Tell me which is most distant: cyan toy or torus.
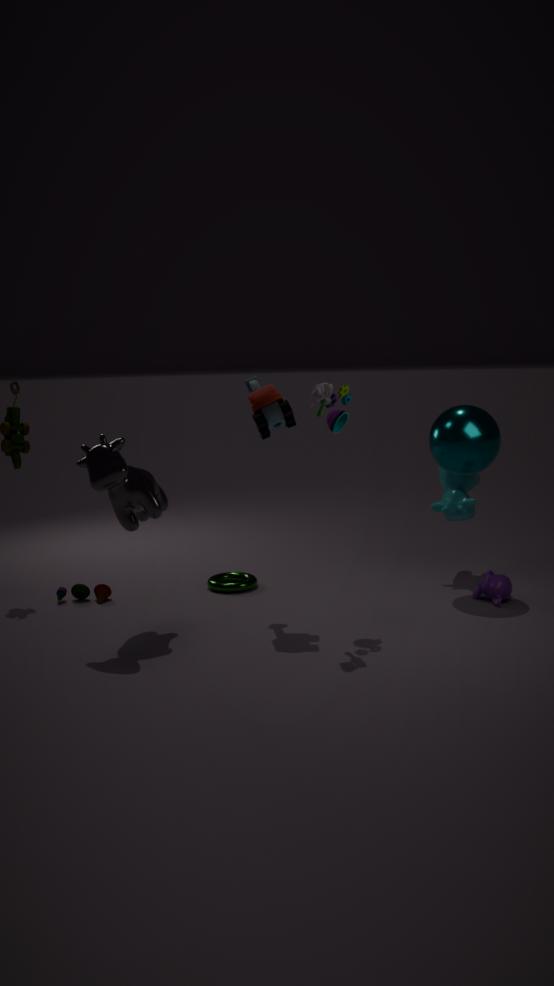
torus
